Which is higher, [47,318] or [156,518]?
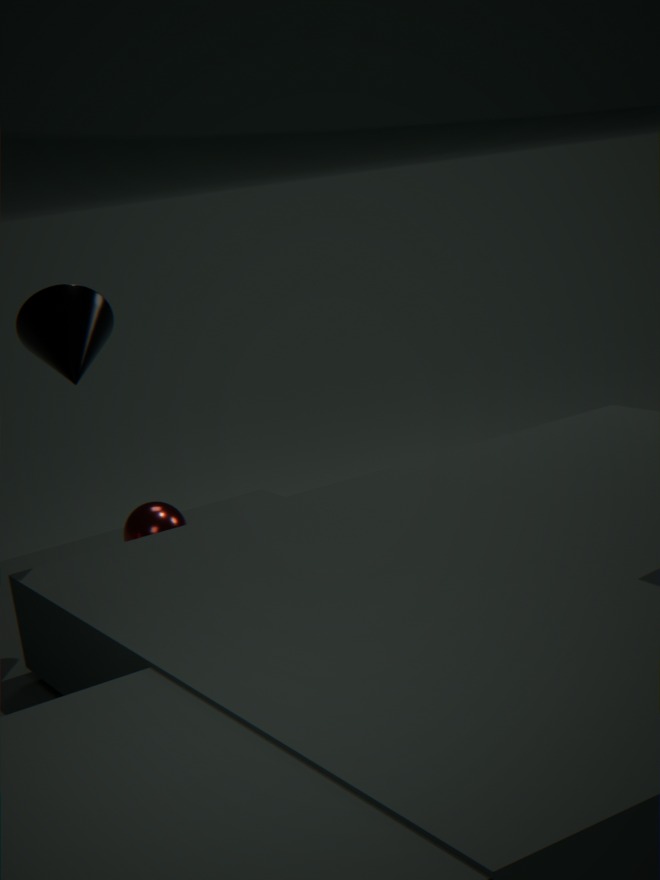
[47,318]
